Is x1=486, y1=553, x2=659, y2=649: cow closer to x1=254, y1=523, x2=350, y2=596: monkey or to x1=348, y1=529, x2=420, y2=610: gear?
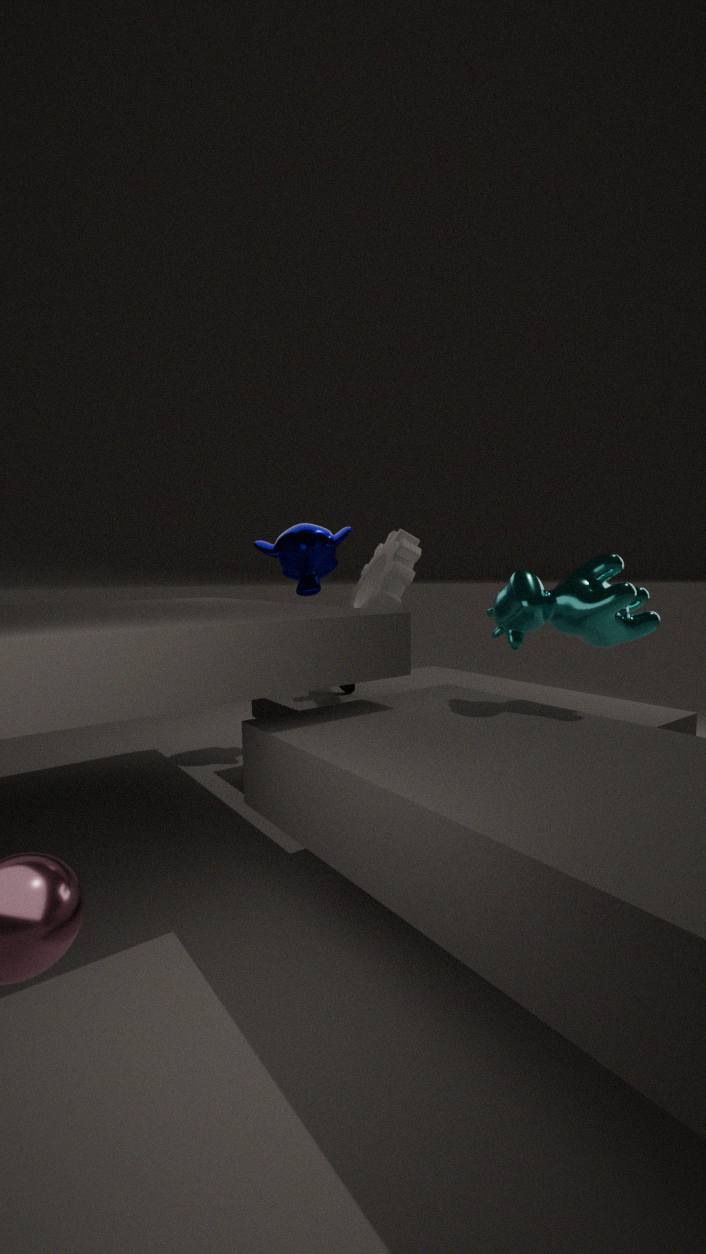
x1=348, y1=529, x2=420, y2=610: gear
